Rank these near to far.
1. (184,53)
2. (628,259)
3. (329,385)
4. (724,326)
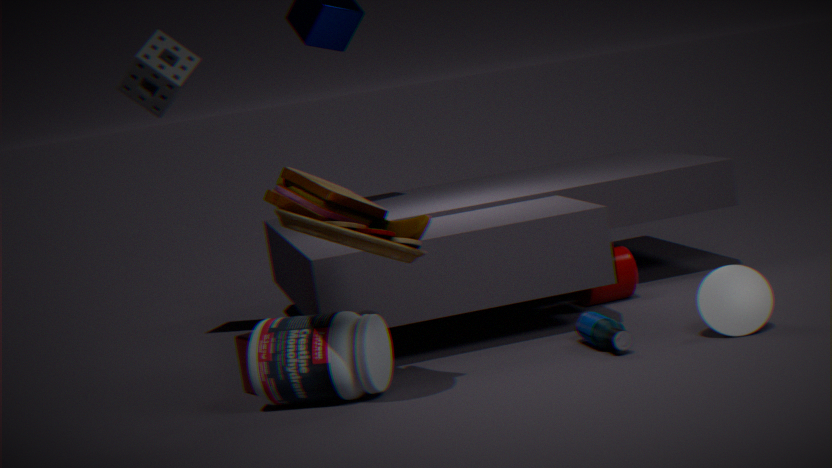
1. (329,385)
2. (724,326)
3. (628,259)
4. (184,53)
